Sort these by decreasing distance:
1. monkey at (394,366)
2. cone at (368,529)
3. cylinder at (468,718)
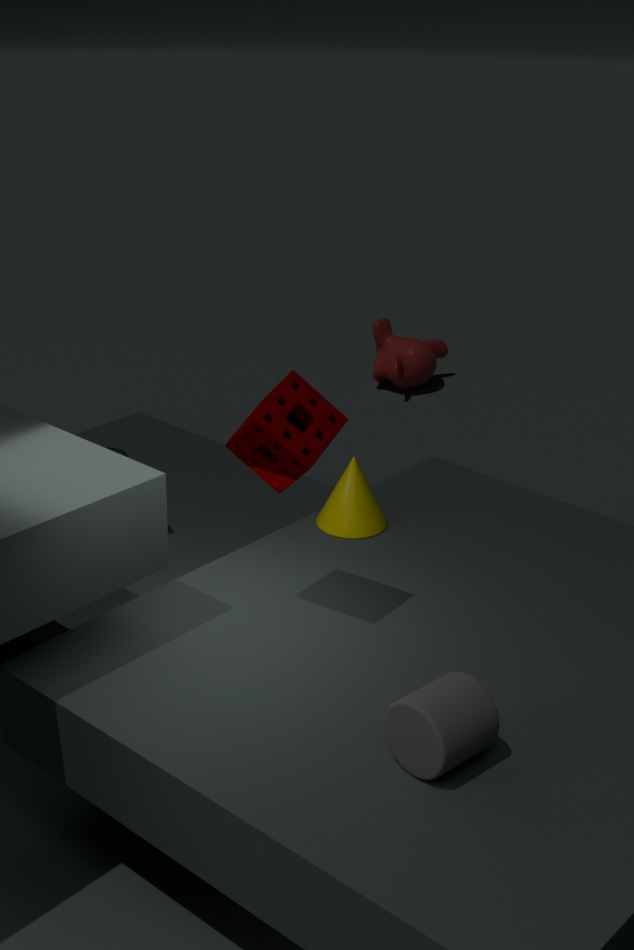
monkey at (394,366) → cone at (368,529) → cylinder at (468,718)
